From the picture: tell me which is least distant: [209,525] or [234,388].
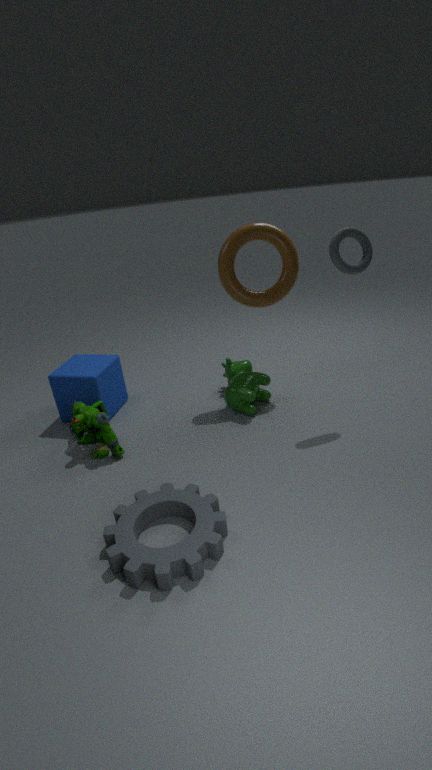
[209,525]
